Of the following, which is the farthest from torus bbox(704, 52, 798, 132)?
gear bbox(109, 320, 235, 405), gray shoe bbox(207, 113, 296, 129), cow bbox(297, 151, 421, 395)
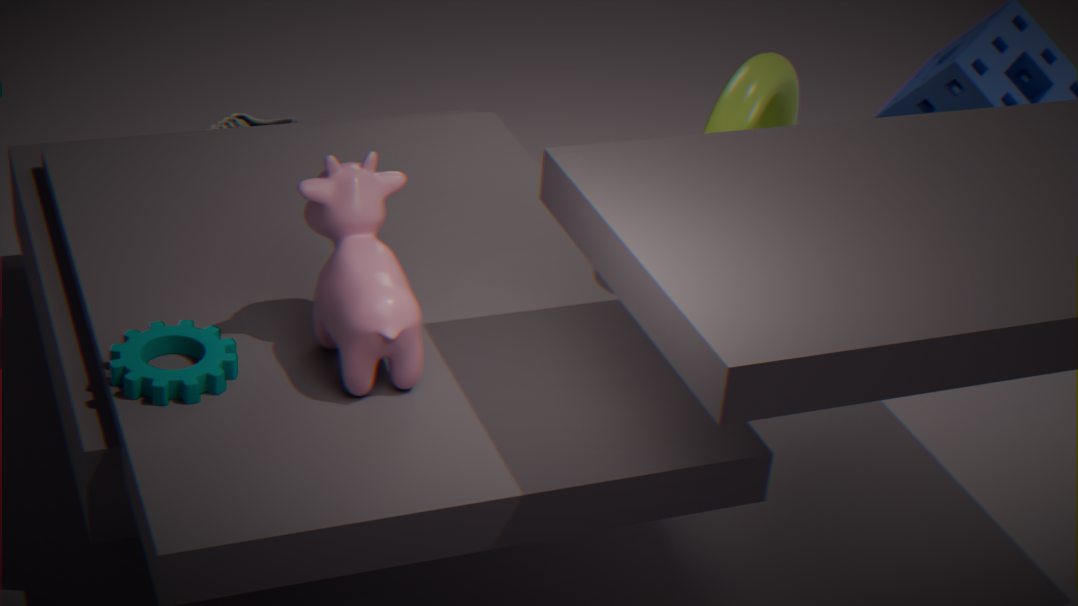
gray shoe bbox(207, 113, 296, 129)
